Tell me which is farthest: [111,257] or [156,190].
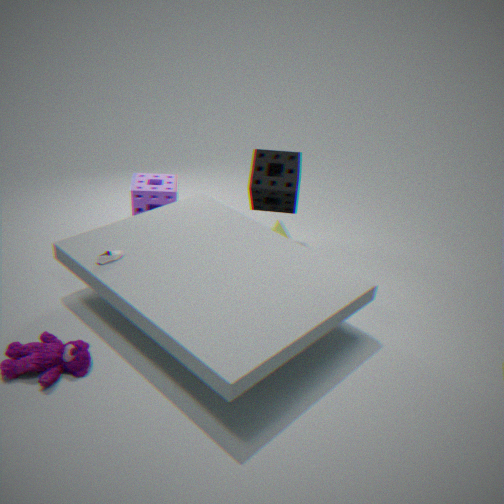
[156,190]
